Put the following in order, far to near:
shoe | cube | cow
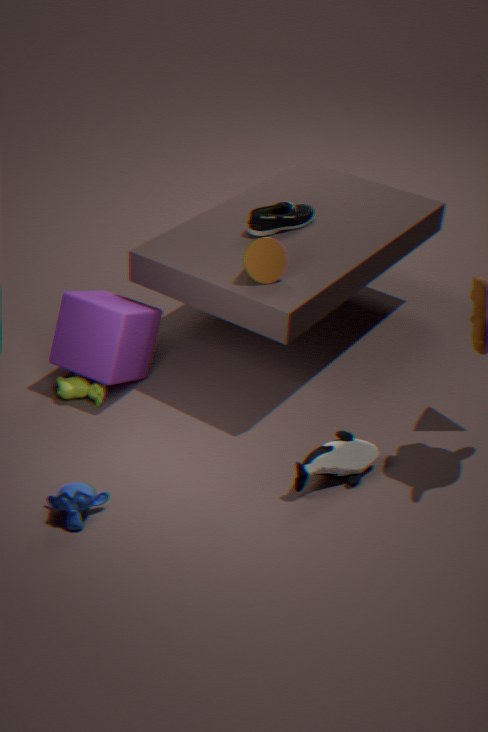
shoe < cow < cube
